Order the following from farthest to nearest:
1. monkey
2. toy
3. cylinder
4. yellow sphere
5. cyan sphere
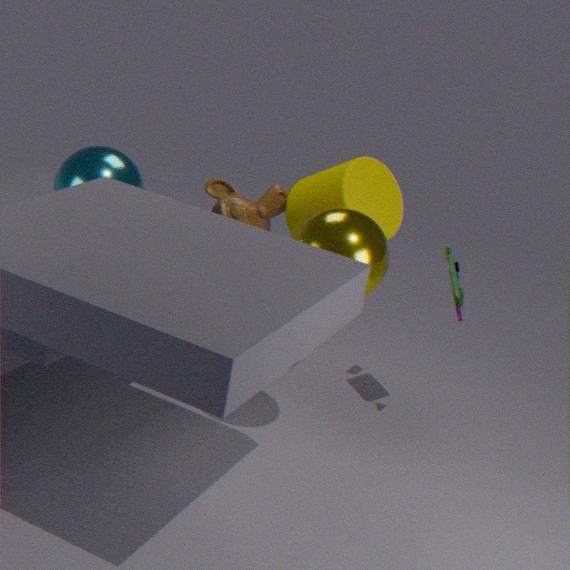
monkey
toy
cylinder
cyan sphere
yellow sphere
